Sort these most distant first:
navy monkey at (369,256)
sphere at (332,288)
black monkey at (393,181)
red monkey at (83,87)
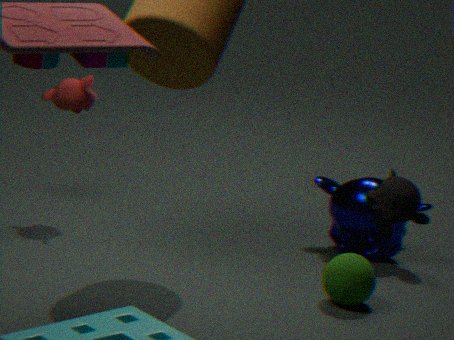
red monkey at (83,87)
navy monkey at (369,256)
sphere at (332,288)
black monkey at (393,181)
